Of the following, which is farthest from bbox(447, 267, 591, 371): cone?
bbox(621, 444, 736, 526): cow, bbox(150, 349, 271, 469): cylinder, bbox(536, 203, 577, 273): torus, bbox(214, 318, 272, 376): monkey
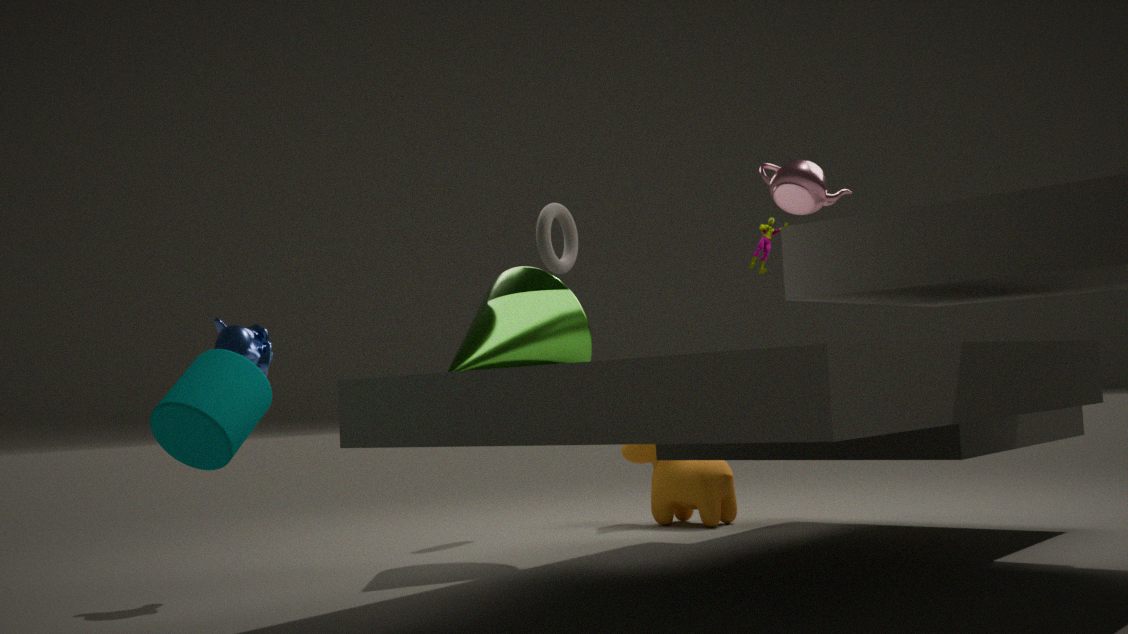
bbox(150, 349, 271, 469): cylinder
